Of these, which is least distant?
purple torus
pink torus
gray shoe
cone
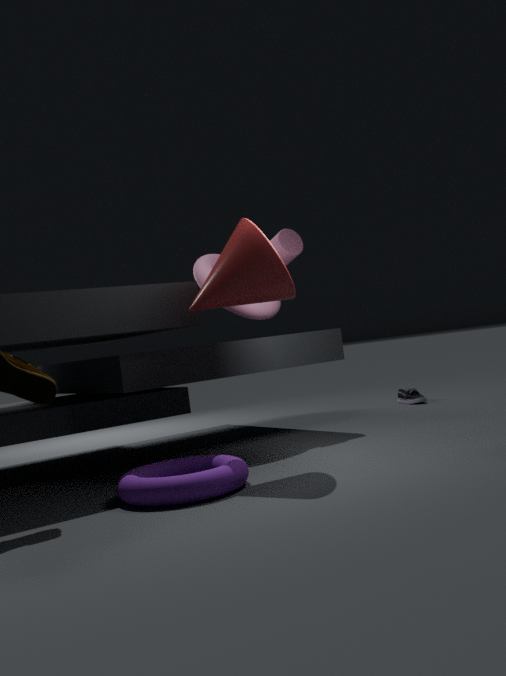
purple torus
